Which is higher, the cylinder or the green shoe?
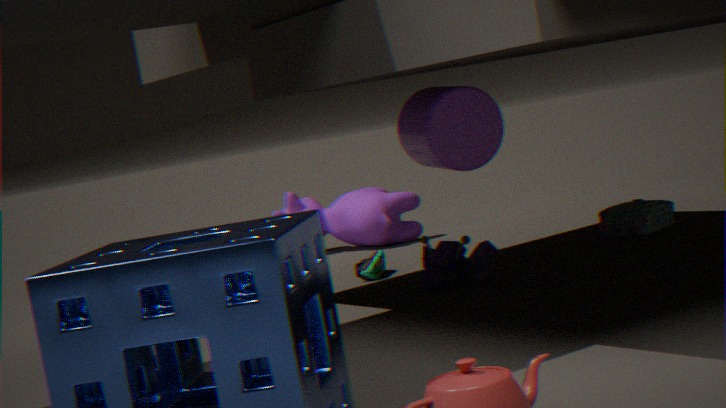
the cylinder
